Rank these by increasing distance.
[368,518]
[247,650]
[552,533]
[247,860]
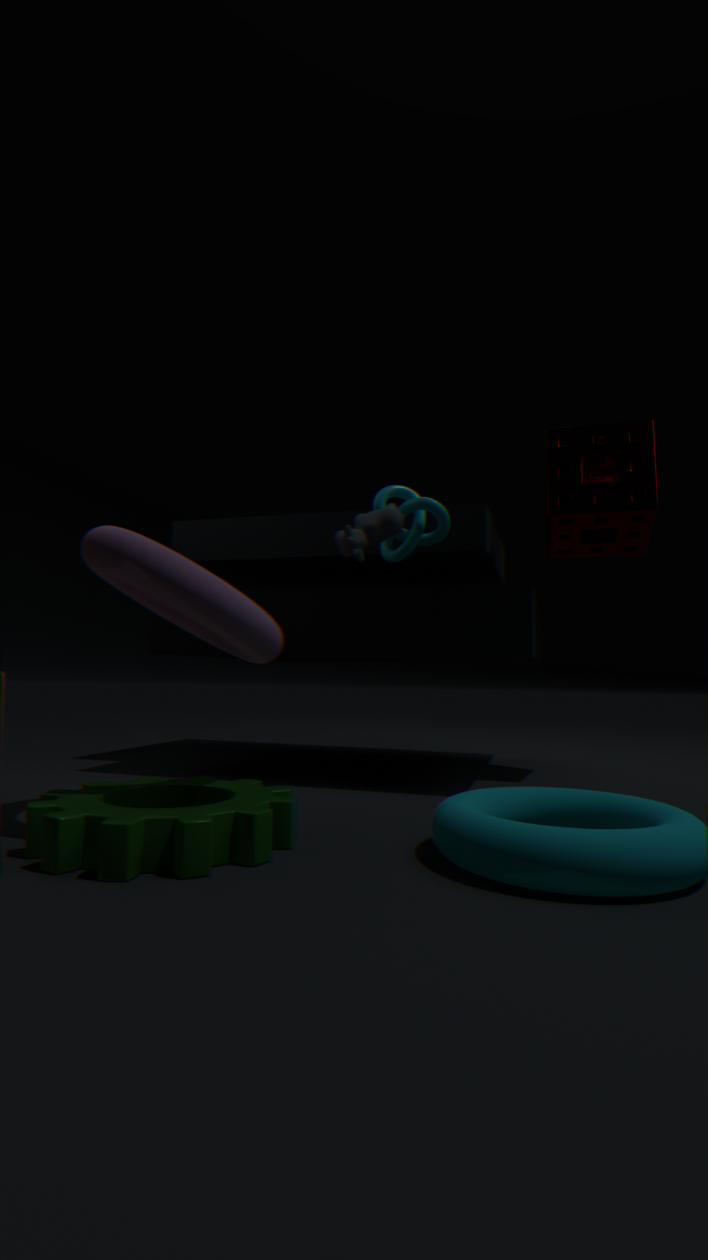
[247,860]
[247,650]
[368,518]
[552,533]
